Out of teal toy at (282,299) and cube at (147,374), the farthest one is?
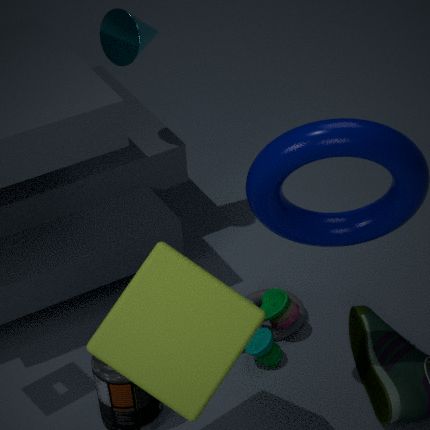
teal toy at (282,299)
